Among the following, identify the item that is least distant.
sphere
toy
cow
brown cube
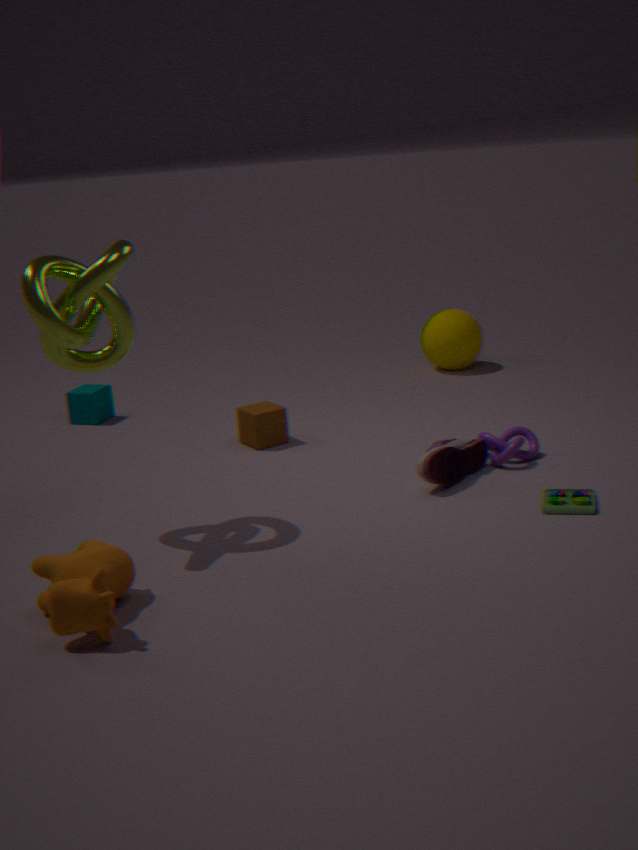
cow
